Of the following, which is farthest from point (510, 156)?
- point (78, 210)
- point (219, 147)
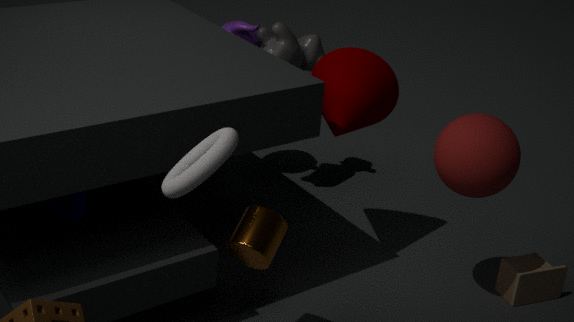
point (78, 210)
